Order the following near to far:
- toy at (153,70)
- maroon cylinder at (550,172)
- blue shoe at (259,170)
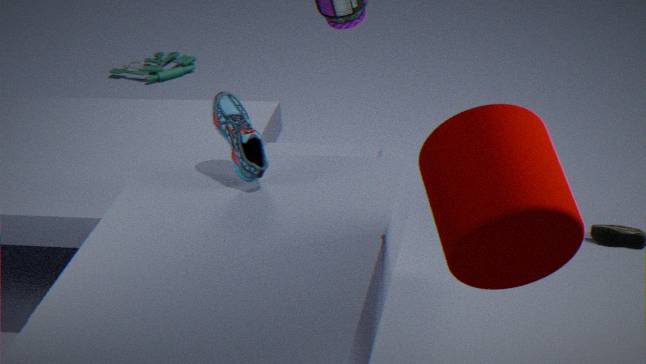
maroon cylinder at (550,172), blue shoe at (259,170), toy at (153,70)
